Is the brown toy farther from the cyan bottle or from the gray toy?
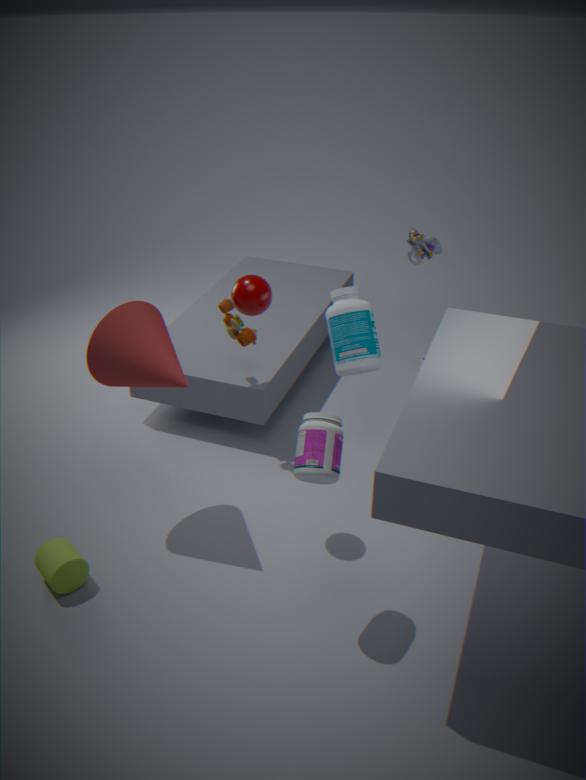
the gray toy
